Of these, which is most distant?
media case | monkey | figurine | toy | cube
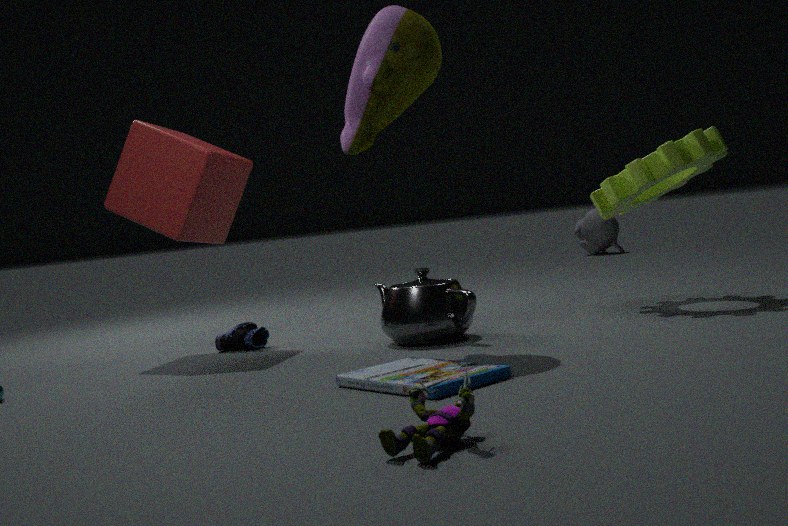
monkey
